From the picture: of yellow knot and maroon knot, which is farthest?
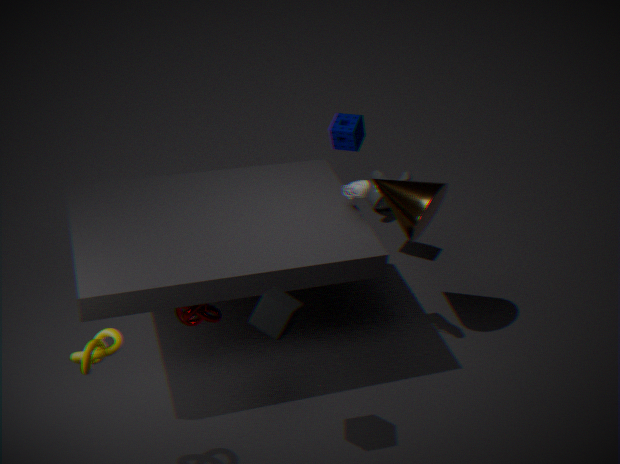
maroon knot
